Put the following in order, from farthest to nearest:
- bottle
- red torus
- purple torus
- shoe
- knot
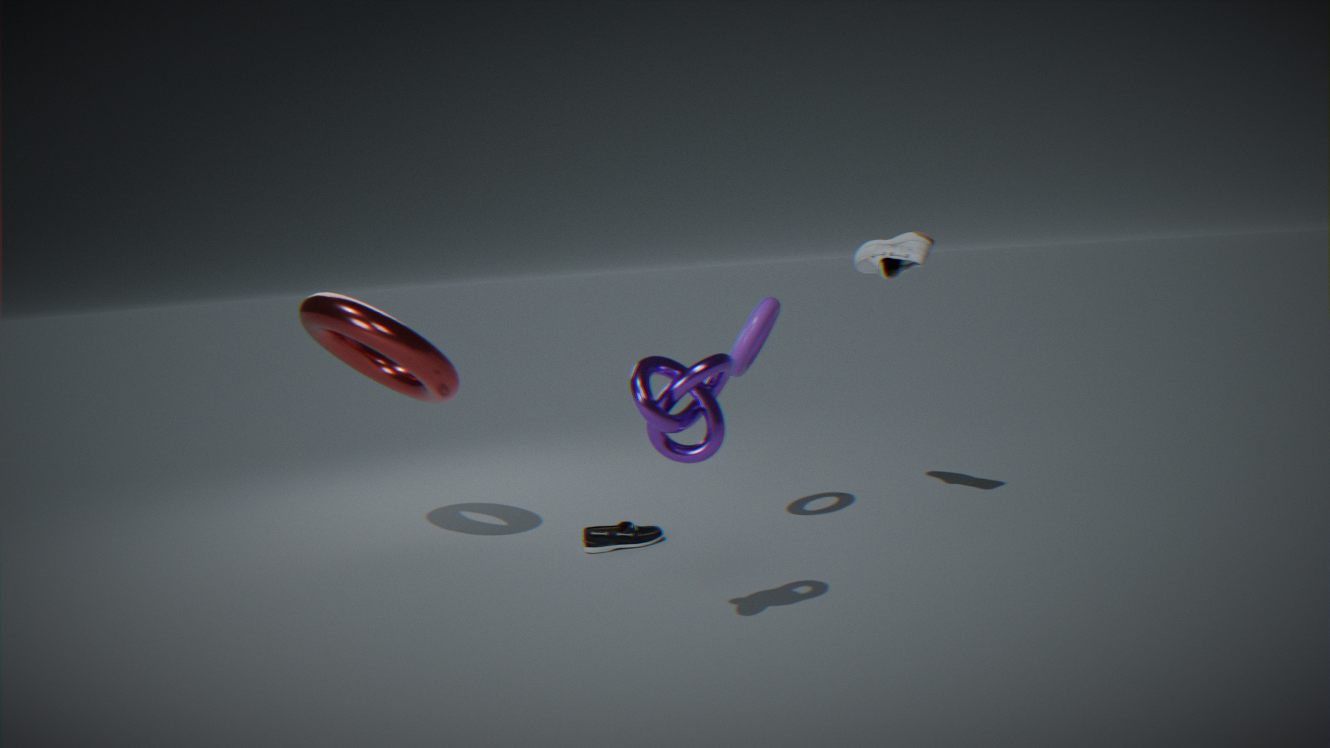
bottle, shoe, purple torus, red torus, knot
